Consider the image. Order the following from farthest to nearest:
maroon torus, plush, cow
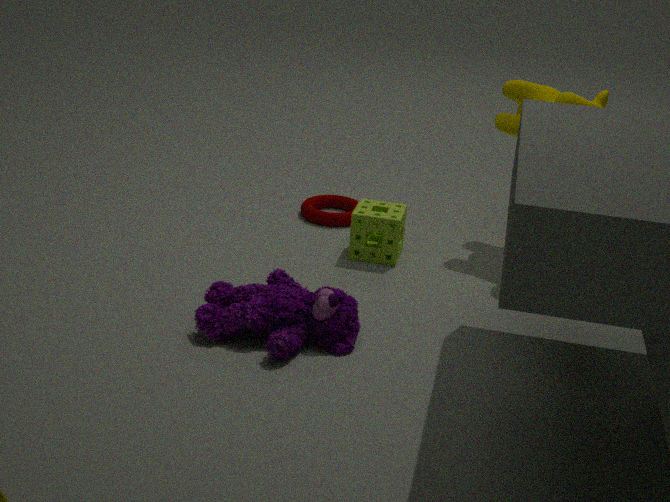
maroon torus, cow, plush
